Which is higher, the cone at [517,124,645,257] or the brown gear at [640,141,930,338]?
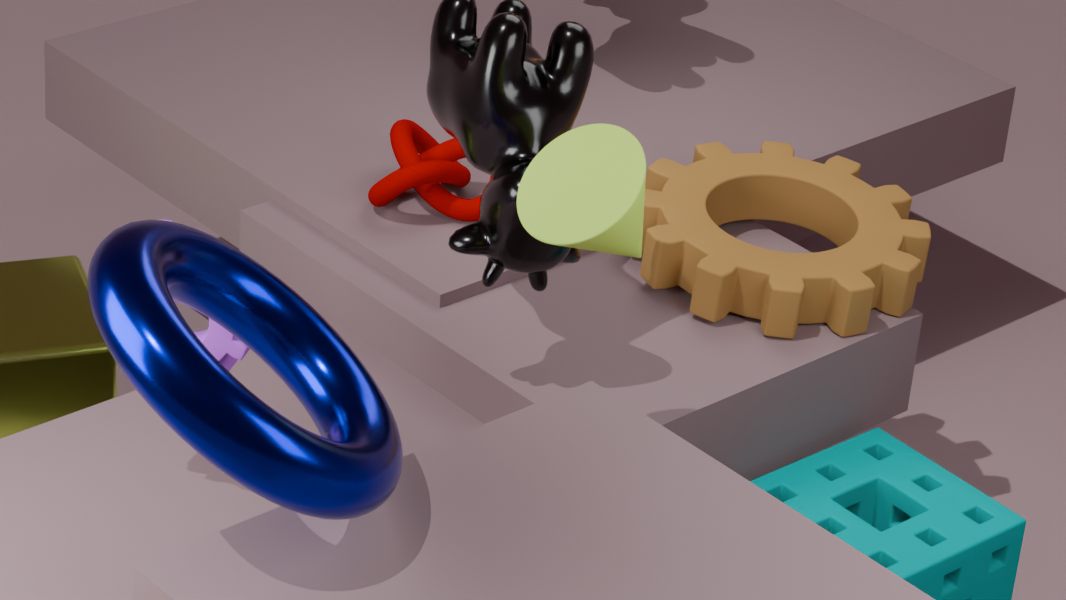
the cone at [517,124,645,257]
